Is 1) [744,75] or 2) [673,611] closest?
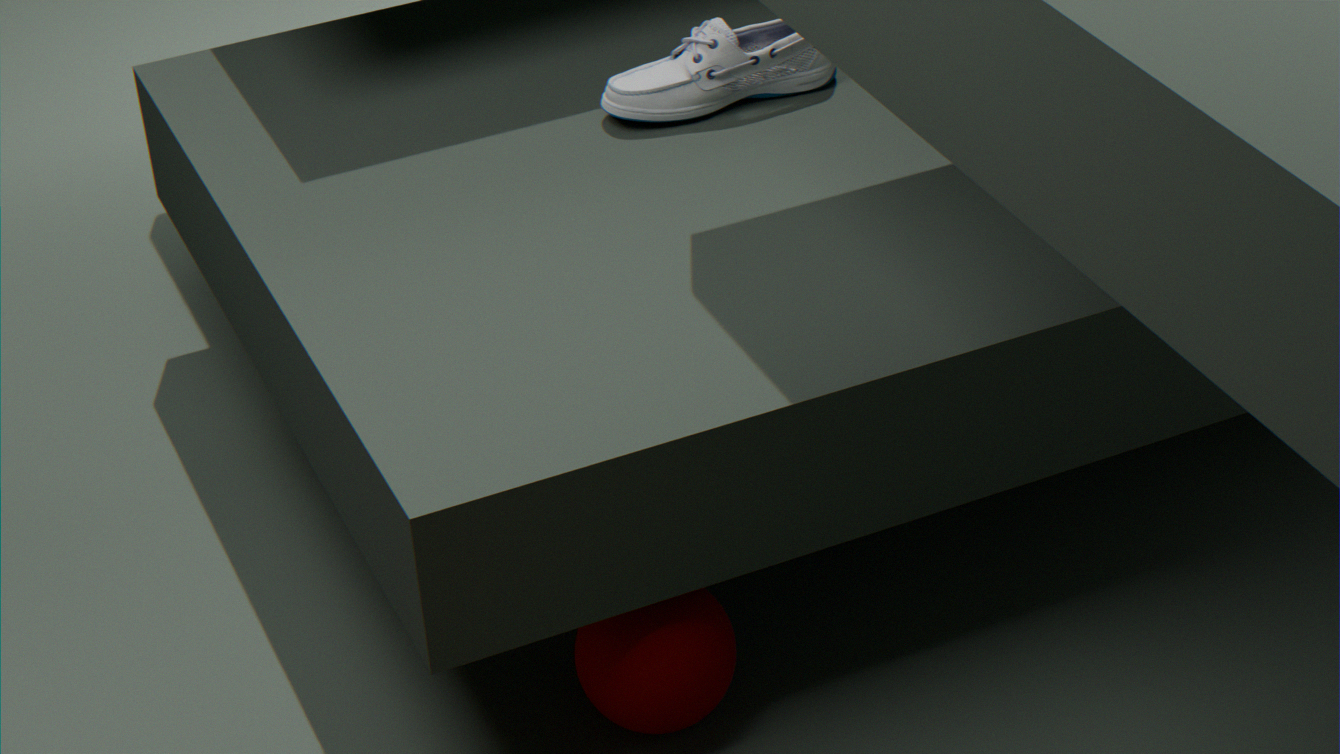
2. [673,611]
